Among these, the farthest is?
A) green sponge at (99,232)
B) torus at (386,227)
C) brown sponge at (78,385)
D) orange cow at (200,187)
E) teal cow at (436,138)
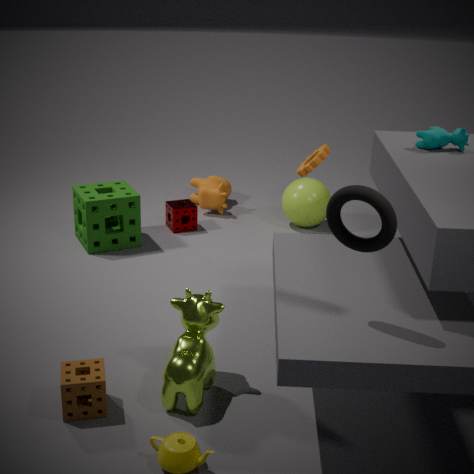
orange cow at (200,187)
